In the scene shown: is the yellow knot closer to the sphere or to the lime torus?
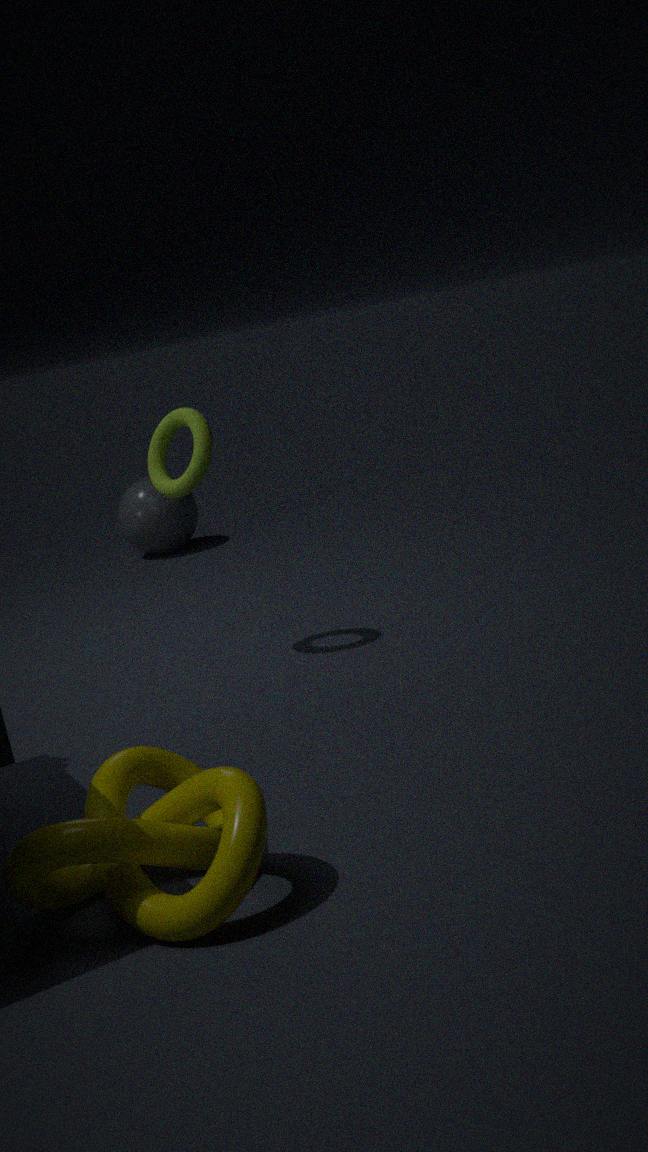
the lime torus
